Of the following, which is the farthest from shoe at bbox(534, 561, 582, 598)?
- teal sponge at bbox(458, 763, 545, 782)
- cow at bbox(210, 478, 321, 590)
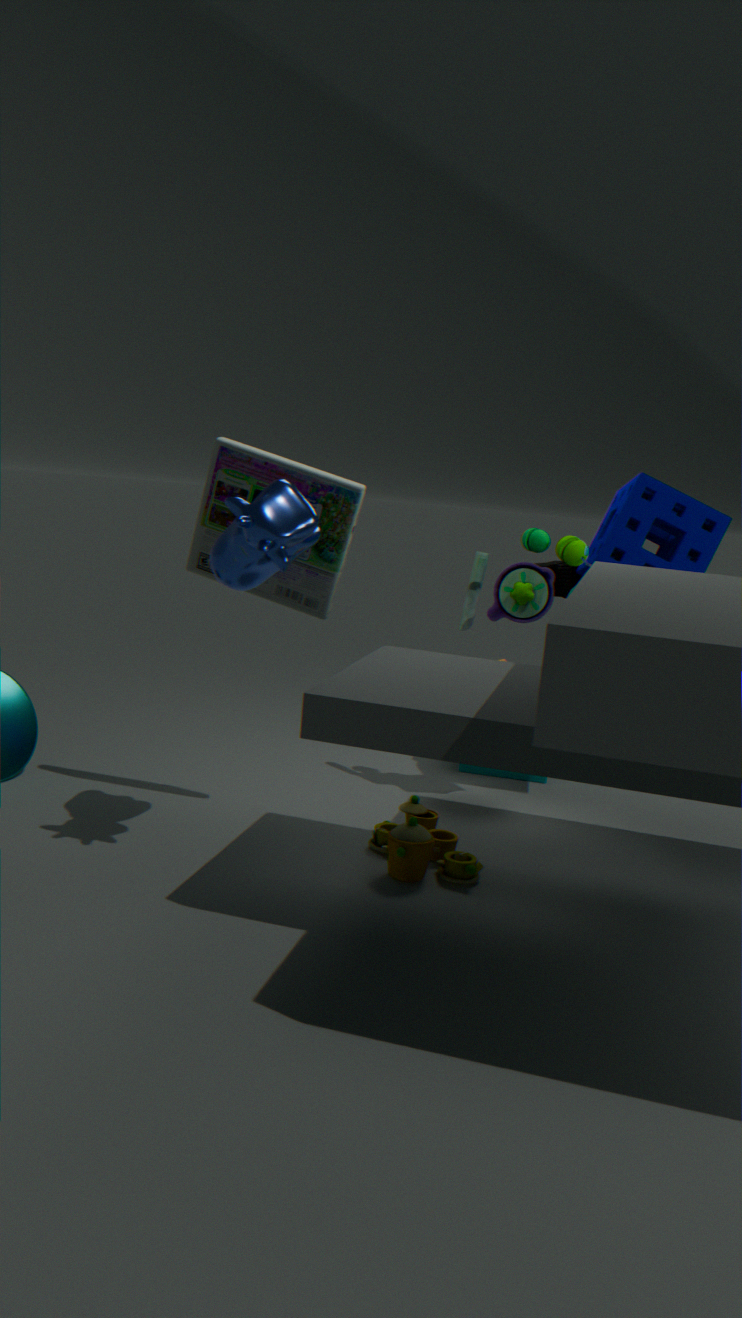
cow at bbox(210, 478, 321, 590)
